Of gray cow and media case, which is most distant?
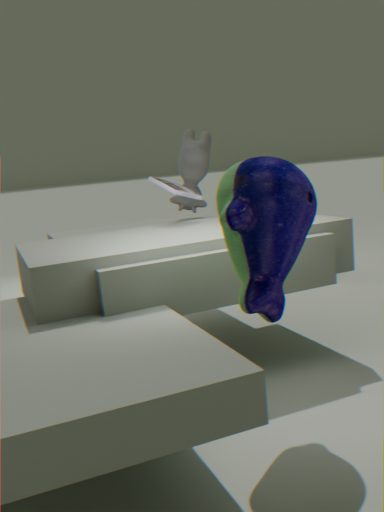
gray cow
